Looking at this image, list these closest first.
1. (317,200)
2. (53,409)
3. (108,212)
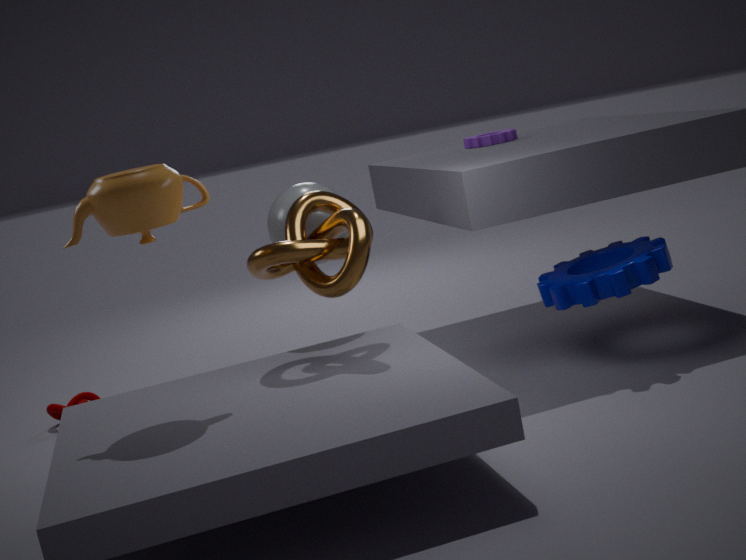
(108,212) → (317,200) → (53,409)
